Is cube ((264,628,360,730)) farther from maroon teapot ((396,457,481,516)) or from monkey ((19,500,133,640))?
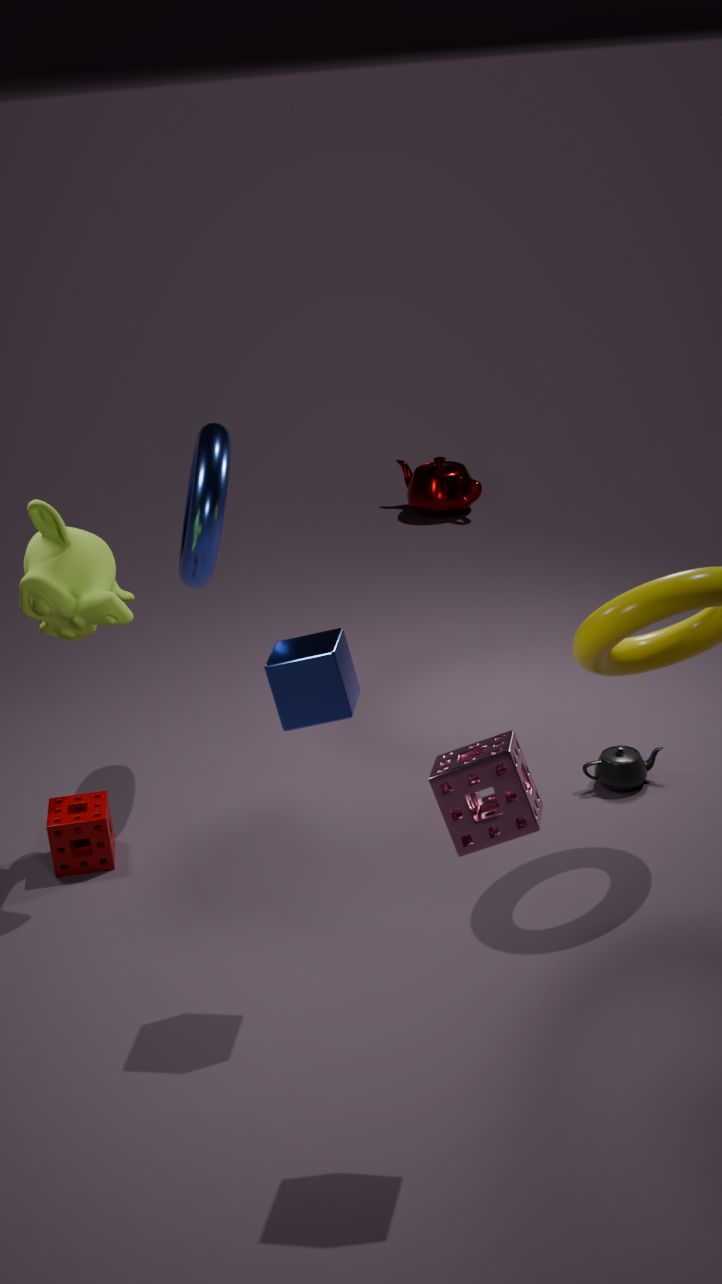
maroon teapot ((396,457,481,516))
